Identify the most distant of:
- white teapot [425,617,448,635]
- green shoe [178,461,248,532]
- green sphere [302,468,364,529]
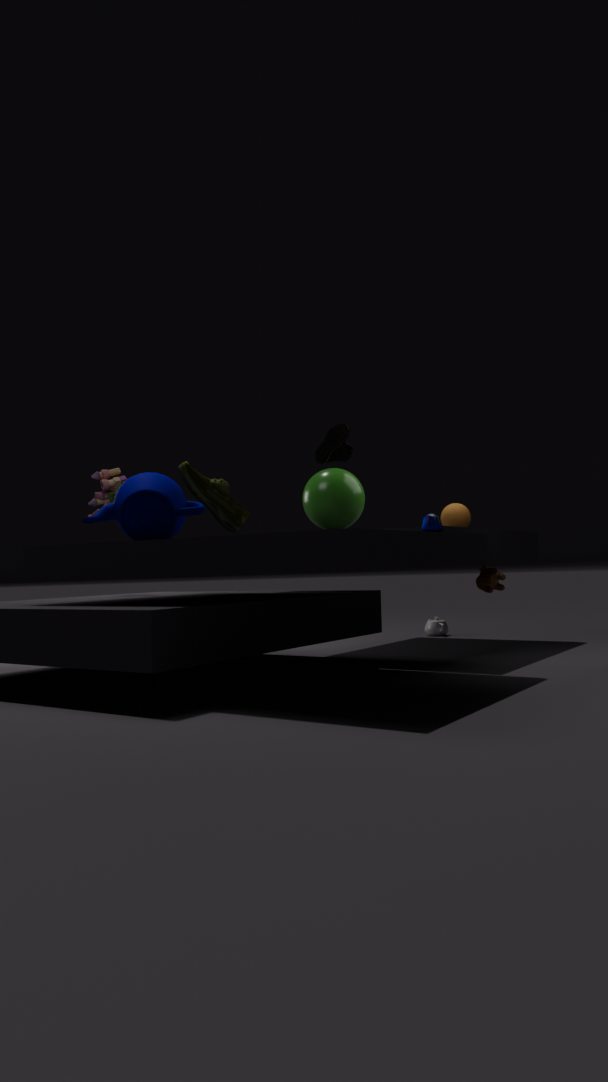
white teapot [425,617,448,635]
